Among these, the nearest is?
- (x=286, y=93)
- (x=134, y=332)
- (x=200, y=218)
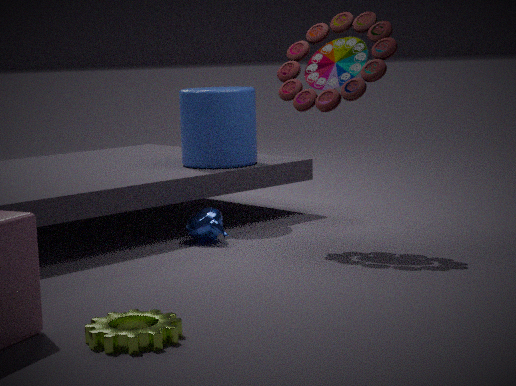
(x=134, y=332)
